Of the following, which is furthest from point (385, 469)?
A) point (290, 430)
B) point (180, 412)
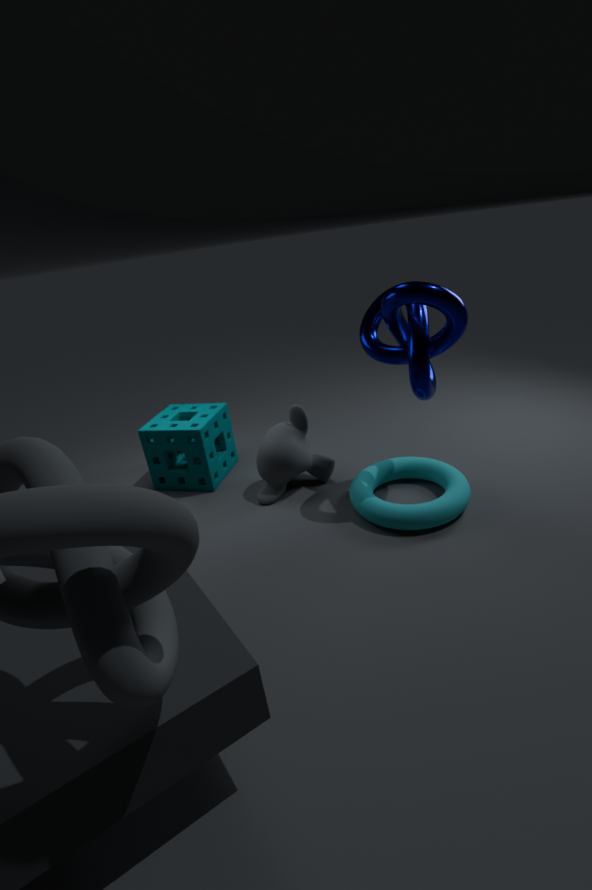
point (180, 412)
